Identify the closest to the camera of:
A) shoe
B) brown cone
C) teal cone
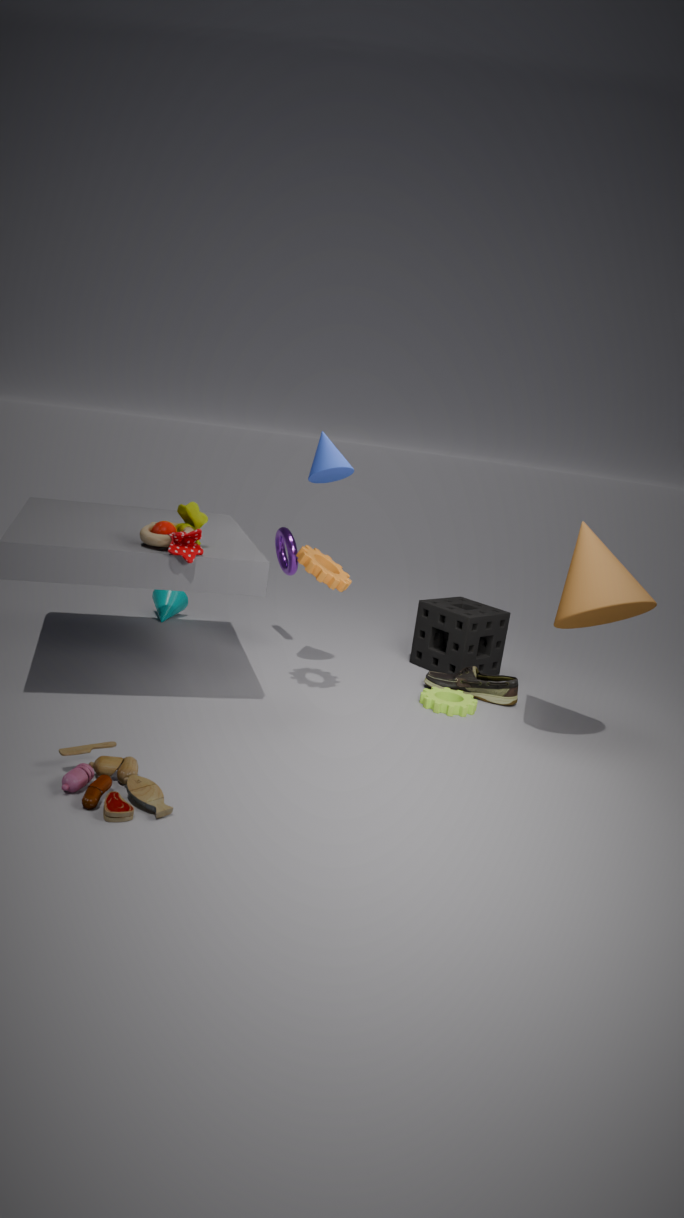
brown cone
